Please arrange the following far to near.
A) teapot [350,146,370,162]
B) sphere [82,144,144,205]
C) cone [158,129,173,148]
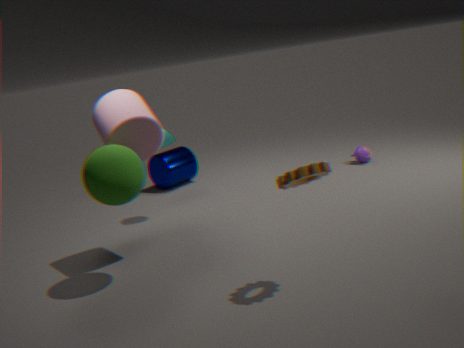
teapot [350,146,370,162]
cone [158,129,173,148]
sphere [82,144,144,205]
